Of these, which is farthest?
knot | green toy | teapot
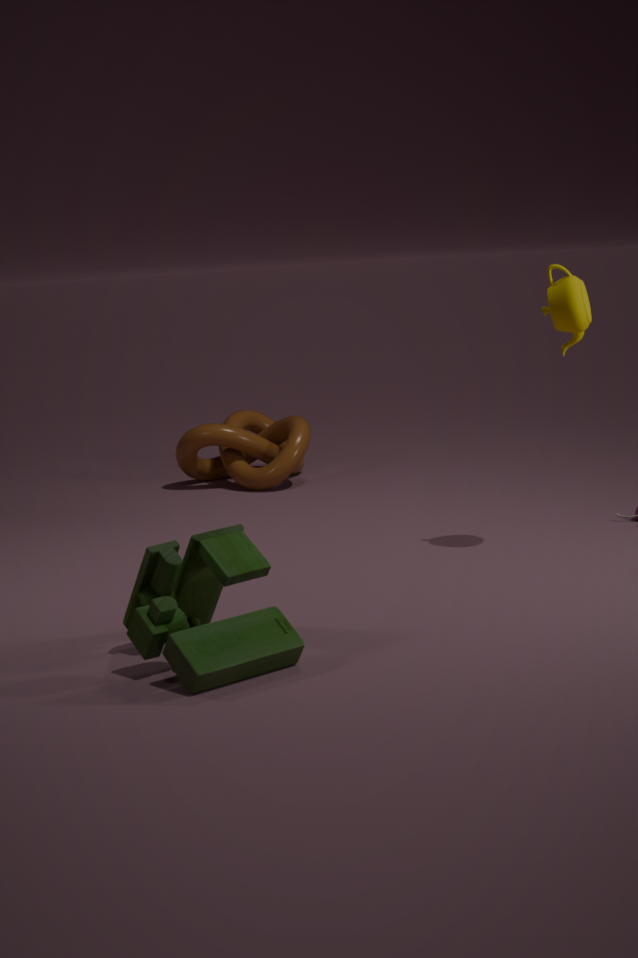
knot
